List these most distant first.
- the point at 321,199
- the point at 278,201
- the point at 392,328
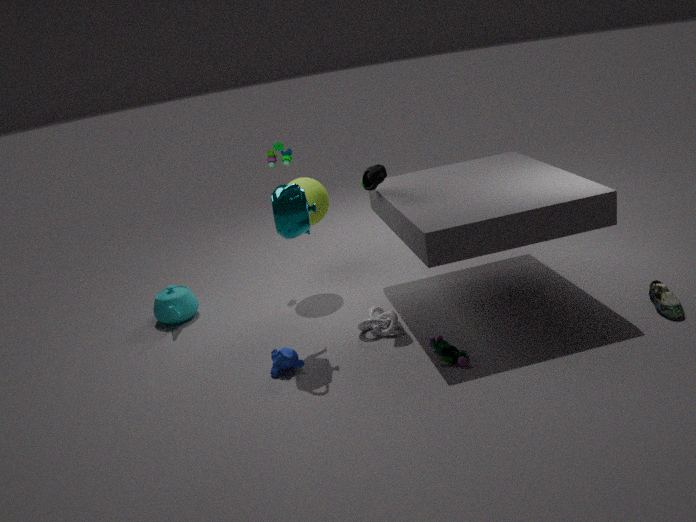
the point at 321,199 < the point at 392,328 < the point at 278,201
